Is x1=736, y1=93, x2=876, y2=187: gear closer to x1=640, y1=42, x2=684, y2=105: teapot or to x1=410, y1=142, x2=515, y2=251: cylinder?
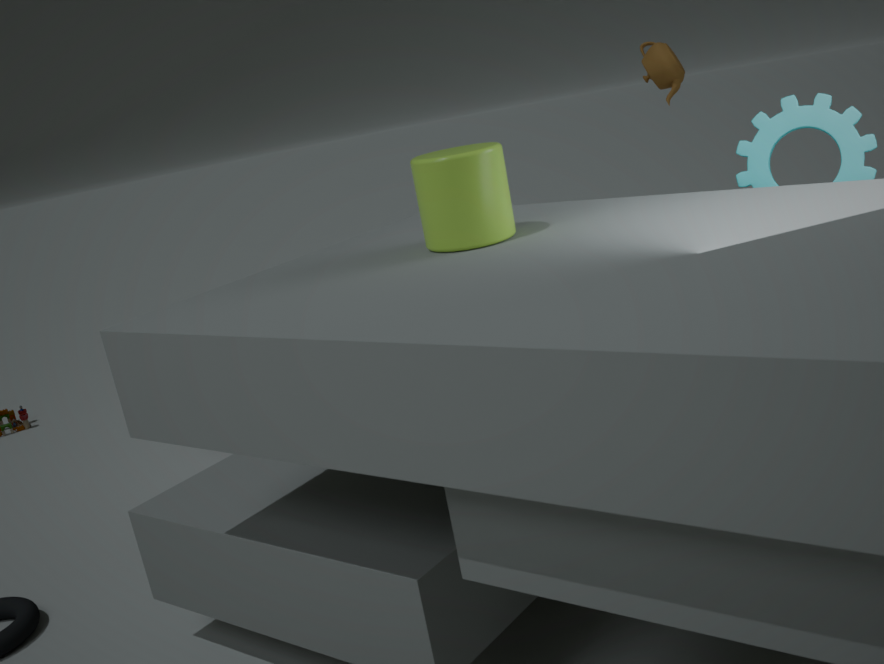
x1=410, y1=142, x2=515, y2=251: cylinder
